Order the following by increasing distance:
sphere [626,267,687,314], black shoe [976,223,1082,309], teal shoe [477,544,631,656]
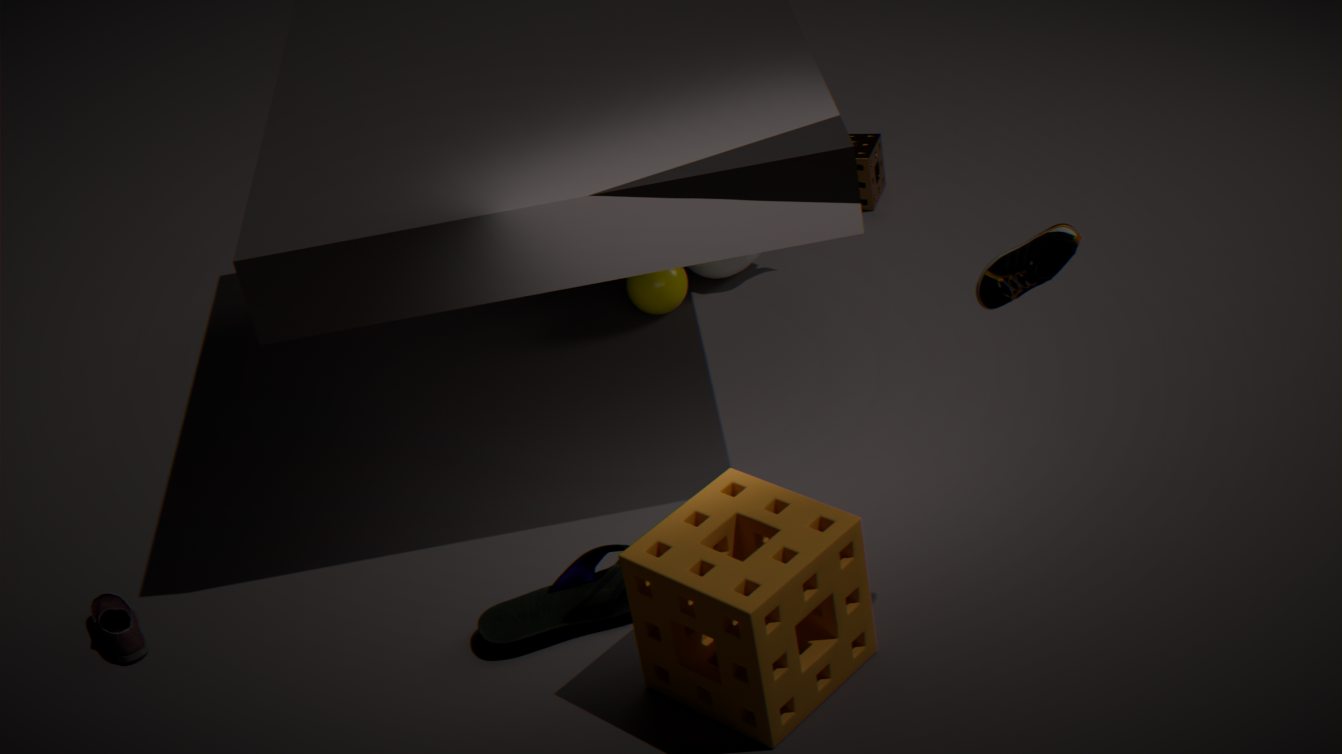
black shoe [976,223,1082,309] → teal shoe [477,544,631,656] → sphere [626,267,687,314]
